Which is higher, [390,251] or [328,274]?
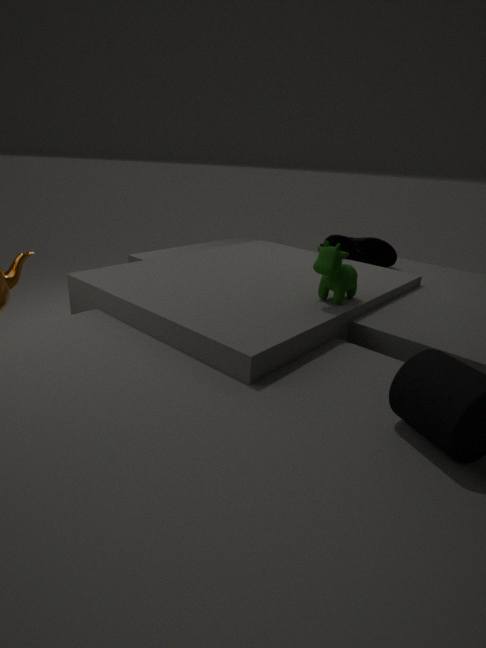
[328,274]
